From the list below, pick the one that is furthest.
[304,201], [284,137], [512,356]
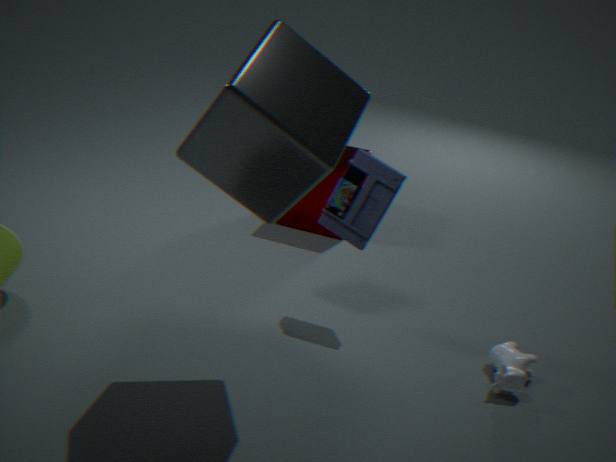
[304,201]
